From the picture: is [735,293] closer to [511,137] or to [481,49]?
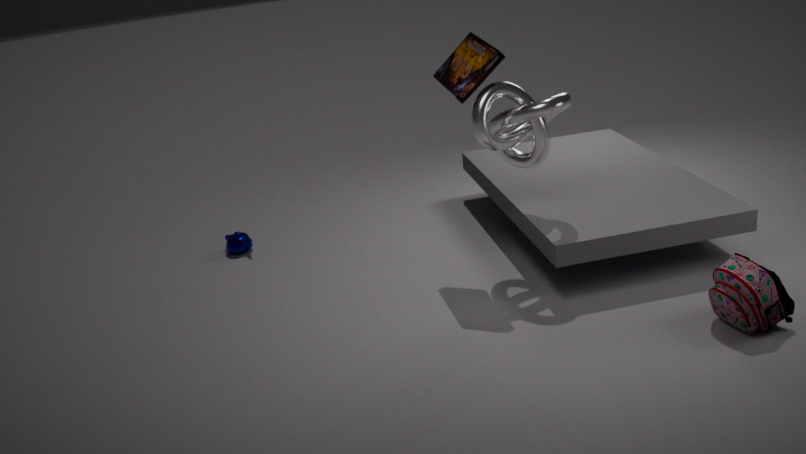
[511,137]
